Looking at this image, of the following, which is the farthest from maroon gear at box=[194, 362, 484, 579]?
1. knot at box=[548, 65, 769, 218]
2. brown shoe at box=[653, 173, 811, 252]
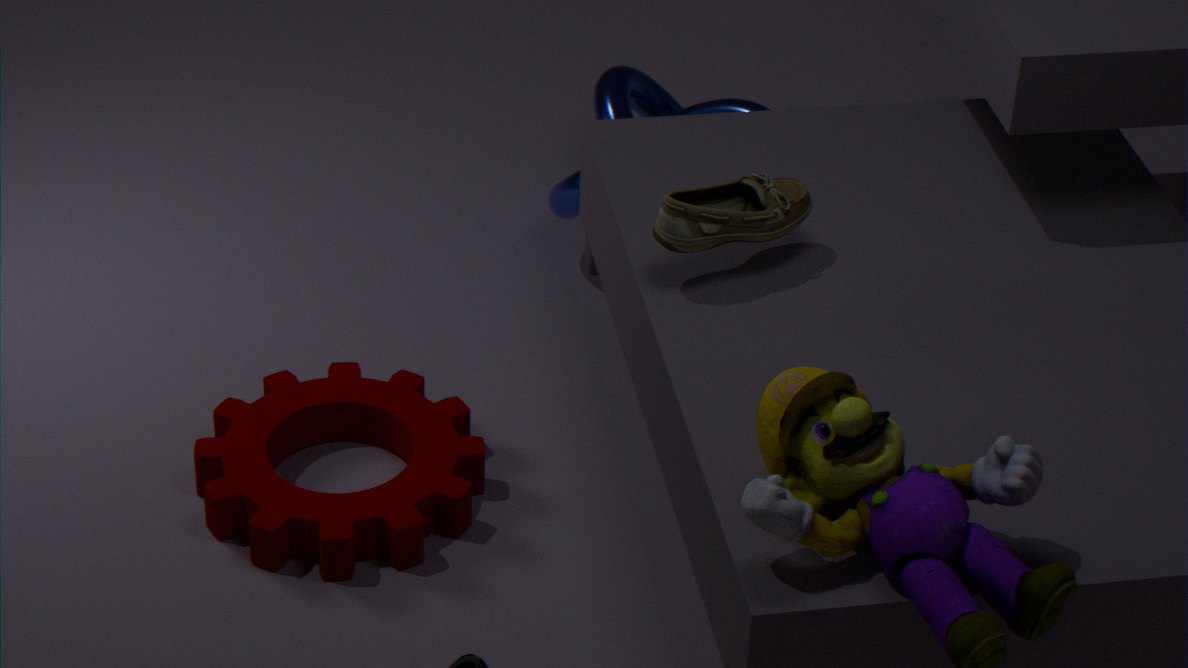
brown shoe at box=[653, 173, 811, 252]
